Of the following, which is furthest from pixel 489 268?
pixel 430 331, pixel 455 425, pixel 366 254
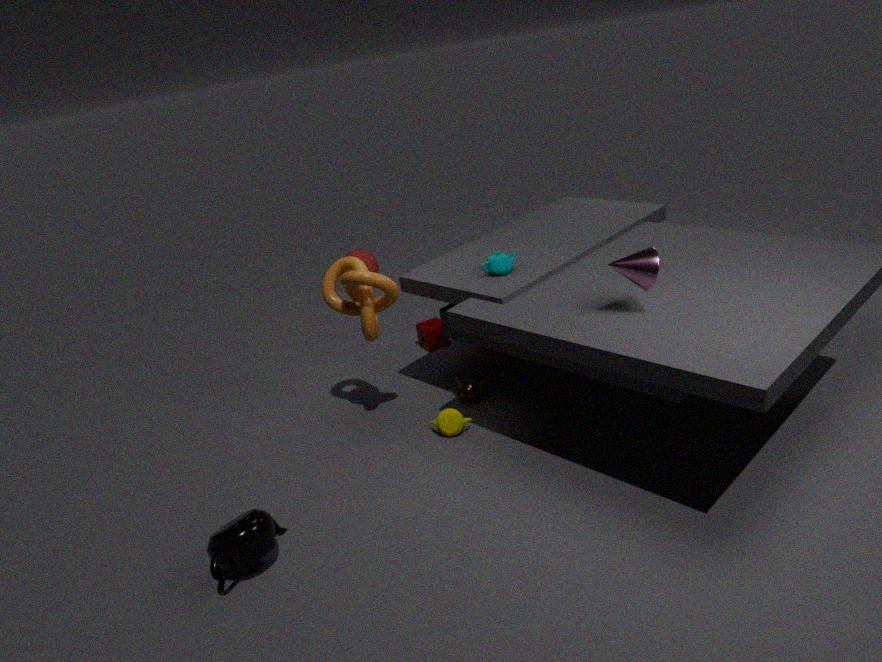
pixel 366 254
